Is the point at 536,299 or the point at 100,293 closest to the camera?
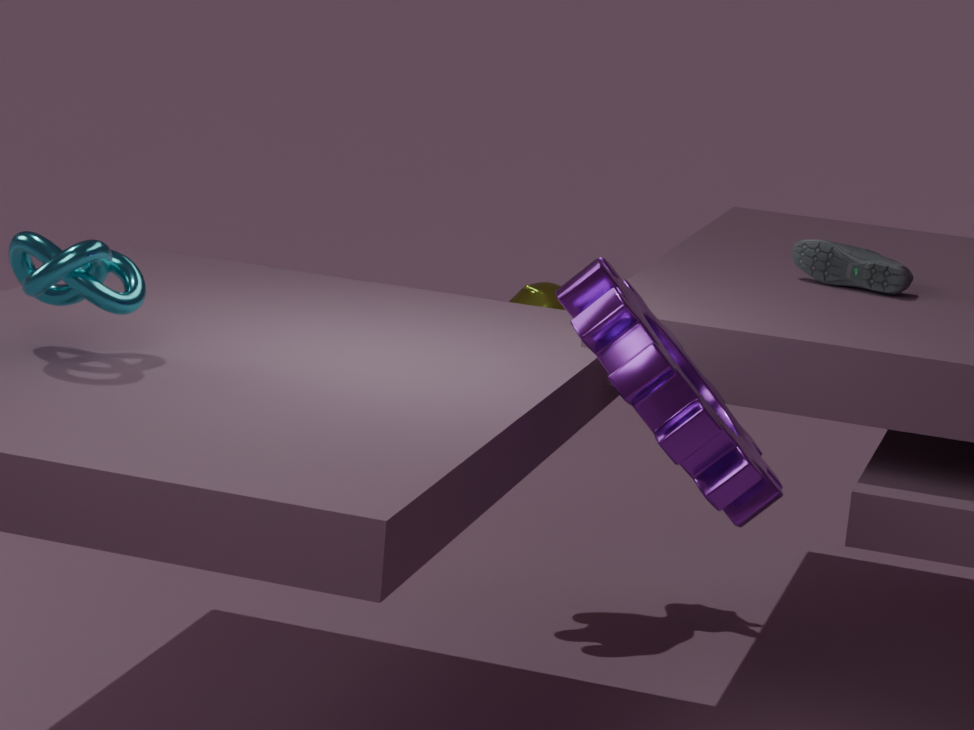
the point at 100,293
